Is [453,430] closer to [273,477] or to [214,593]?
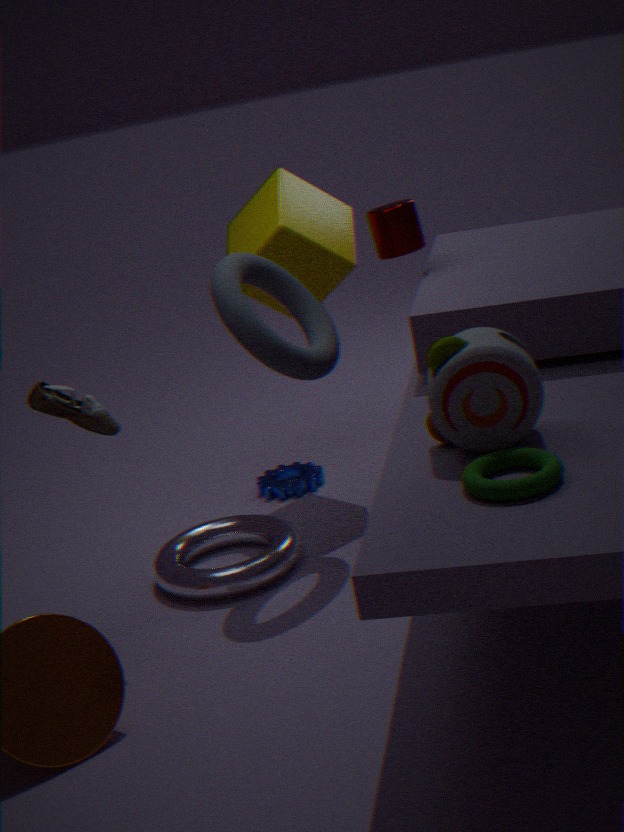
[214,593]
